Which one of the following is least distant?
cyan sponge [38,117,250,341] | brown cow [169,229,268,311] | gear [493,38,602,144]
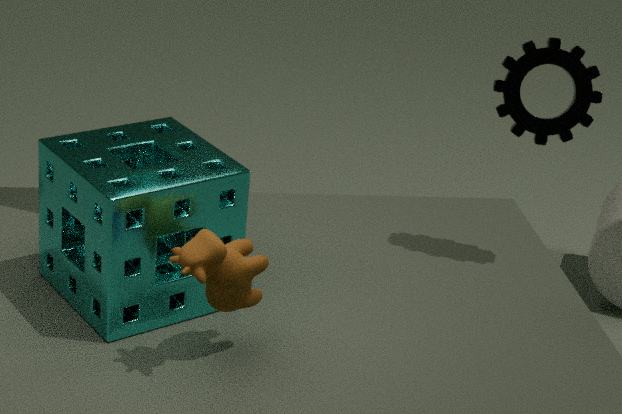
brown cow [169,229,268,311]
